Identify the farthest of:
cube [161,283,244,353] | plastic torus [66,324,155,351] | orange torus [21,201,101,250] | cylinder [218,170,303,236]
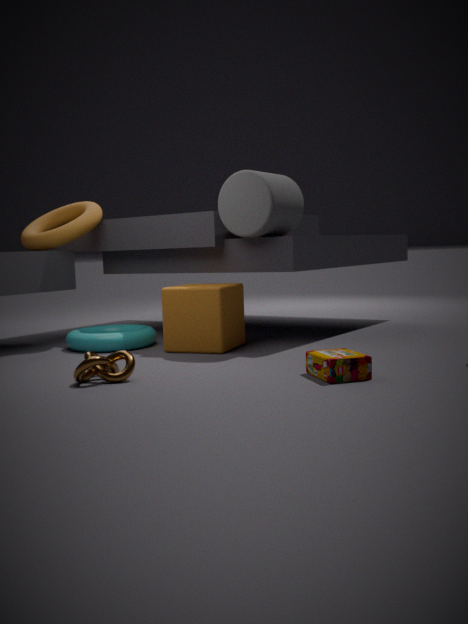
orange torus [21,201,101,250]
